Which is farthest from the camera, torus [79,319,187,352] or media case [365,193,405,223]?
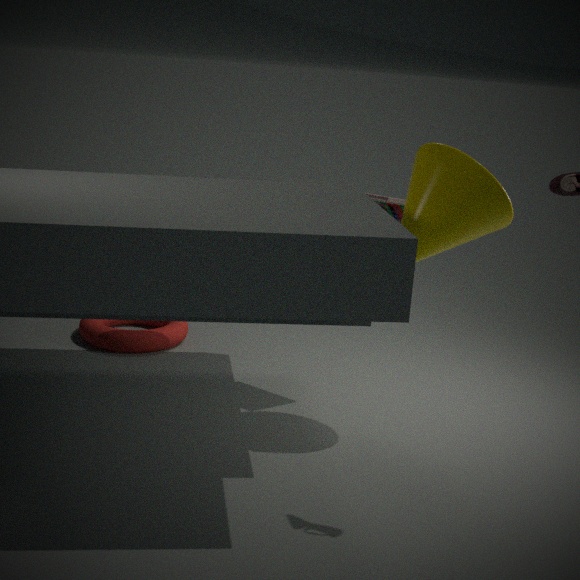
torus [79,319,187,352]
